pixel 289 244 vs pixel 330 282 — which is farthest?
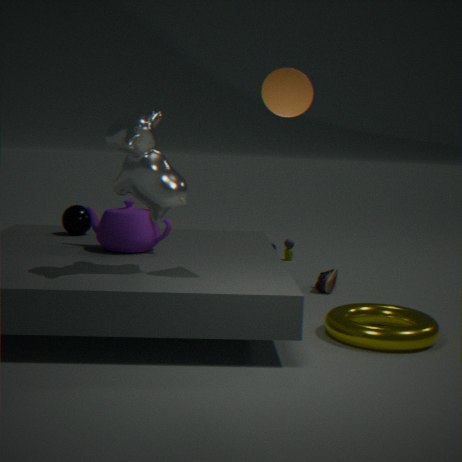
pixel 289 244
